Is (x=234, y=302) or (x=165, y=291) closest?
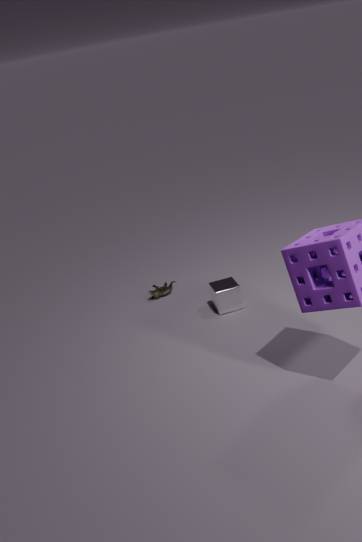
(x=234, y=302)
